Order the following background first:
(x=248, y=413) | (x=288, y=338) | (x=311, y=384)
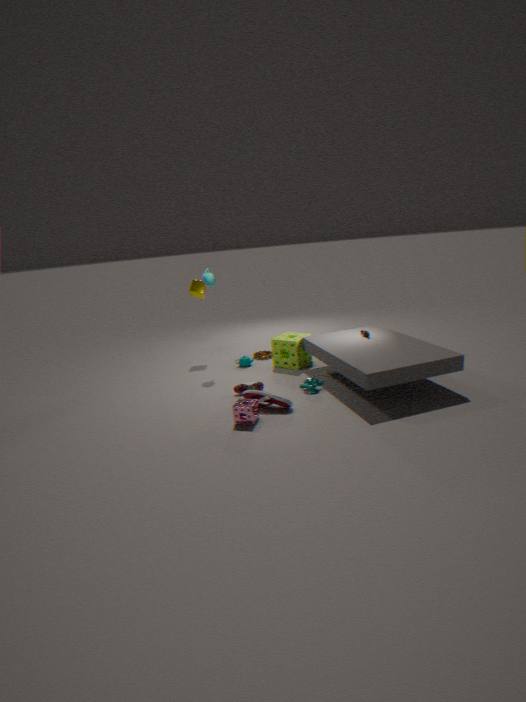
(x=288, y=338), (x=311, y=384), (x=248, y=413)
